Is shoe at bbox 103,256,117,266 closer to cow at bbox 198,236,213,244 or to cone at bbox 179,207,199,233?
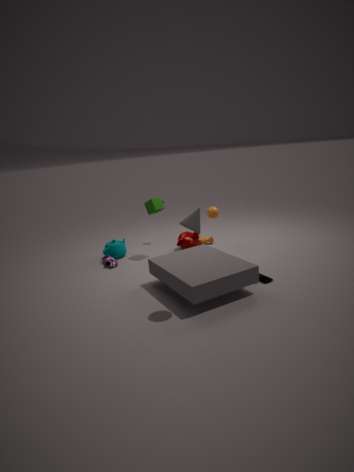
cow at bbox 198,236,213,244
